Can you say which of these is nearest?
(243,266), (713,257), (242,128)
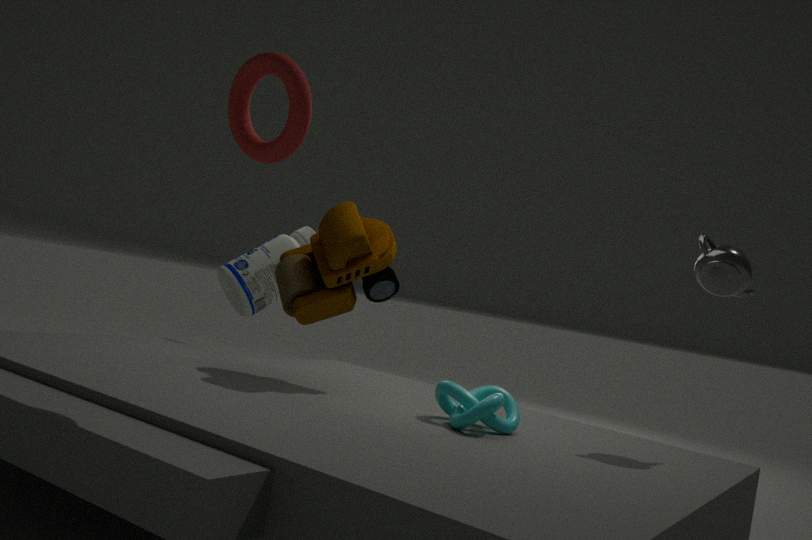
(242,128)
